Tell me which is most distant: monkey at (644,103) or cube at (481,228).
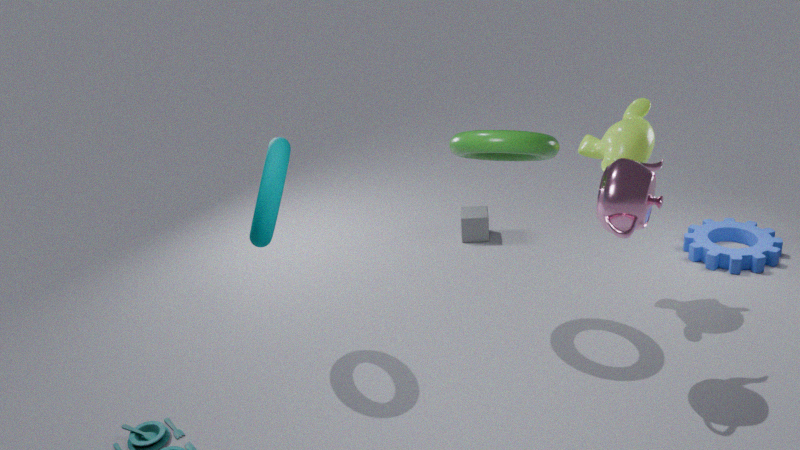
cube at (481,228)
